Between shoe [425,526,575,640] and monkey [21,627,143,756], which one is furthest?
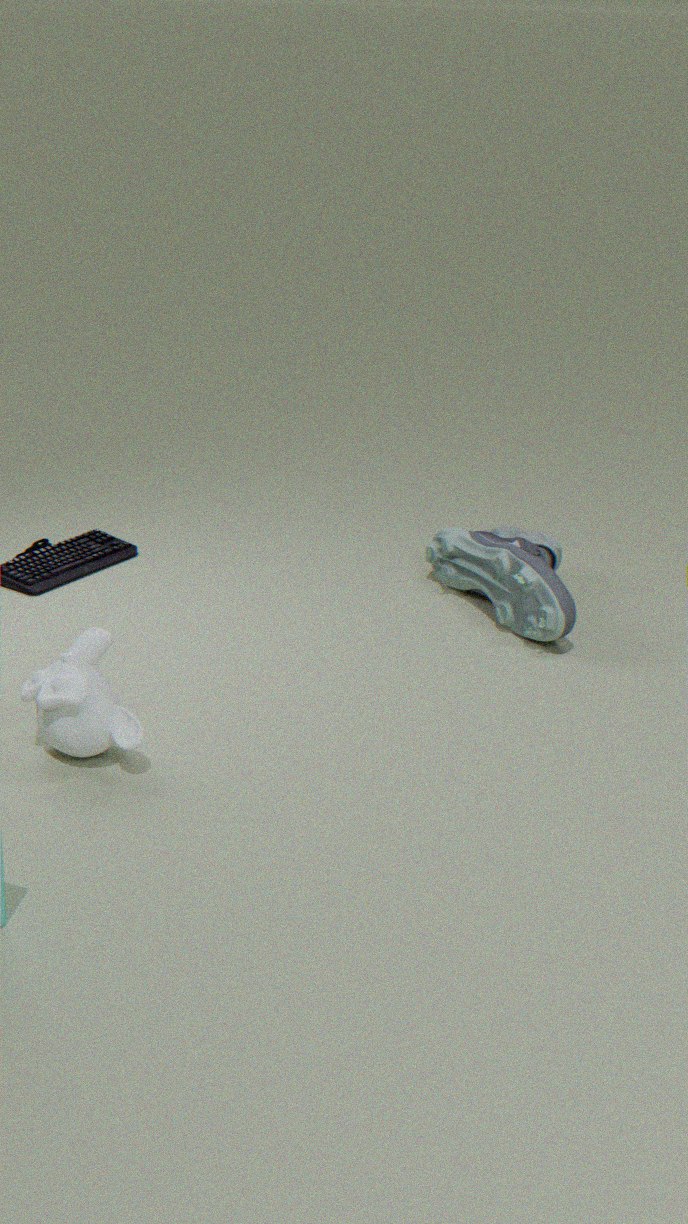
shoe [425,526,575,640]
